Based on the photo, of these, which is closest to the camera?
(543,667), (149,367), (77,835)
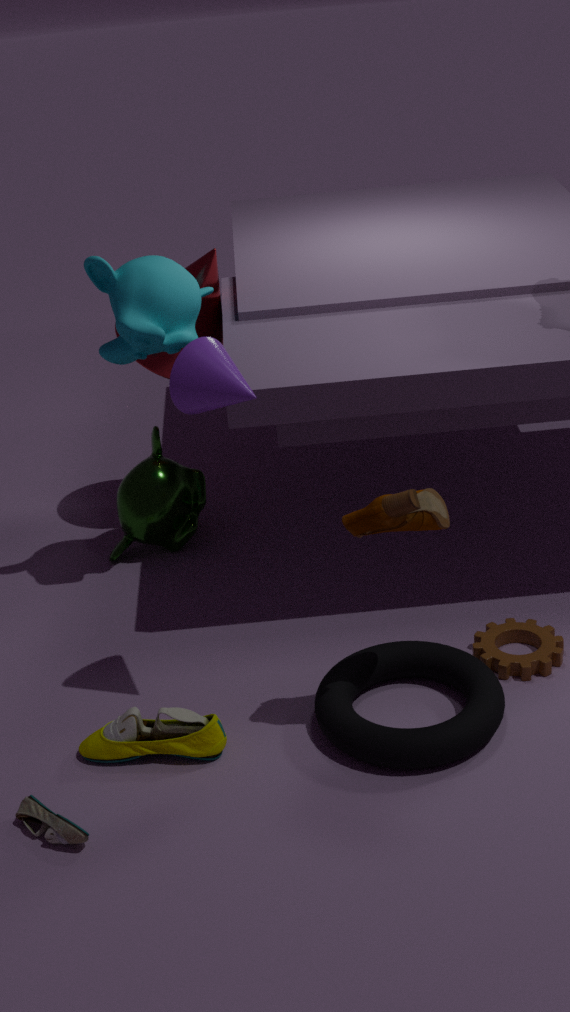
(77,835)
